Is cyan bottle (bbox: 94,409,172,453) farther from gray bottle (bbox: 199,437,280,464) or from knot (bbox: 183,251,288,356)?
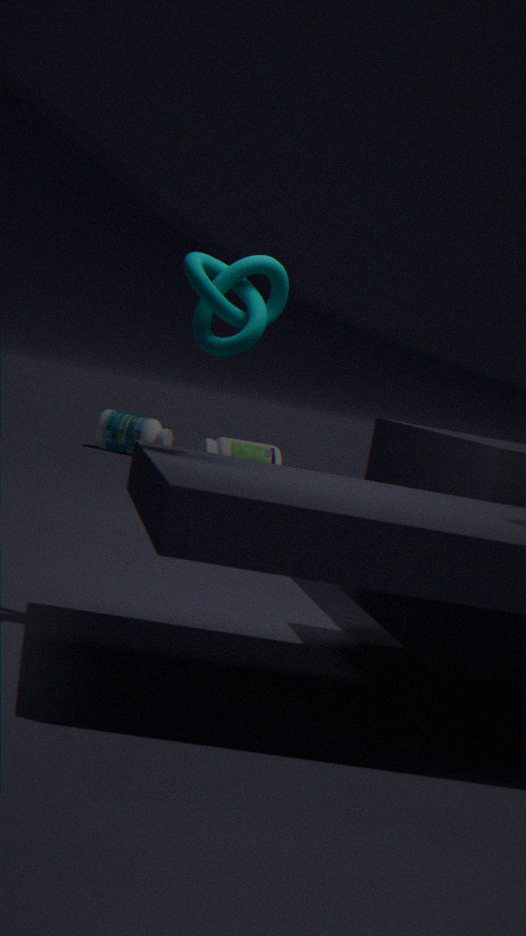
knot (bbox: 183,251,288,356)
